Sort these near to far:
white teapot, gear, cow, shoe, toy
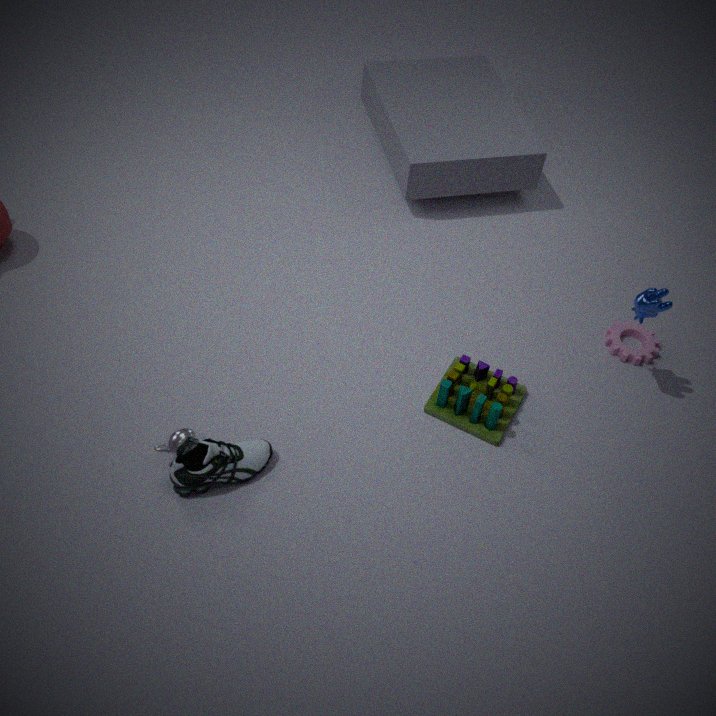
shoe
white teapot
cow
toy
gear
